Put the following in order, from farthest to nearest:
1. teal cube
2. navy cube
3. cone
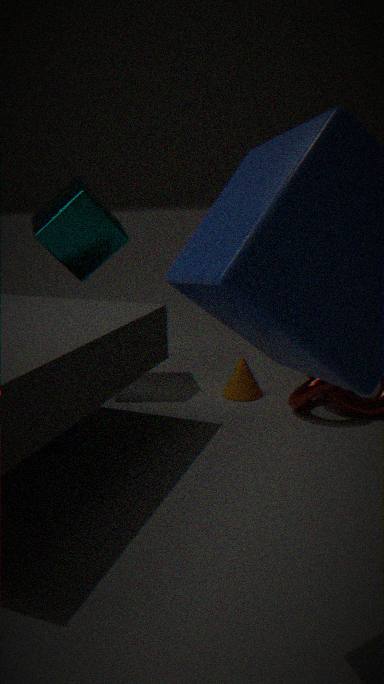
cone < teal cube < navy cube
